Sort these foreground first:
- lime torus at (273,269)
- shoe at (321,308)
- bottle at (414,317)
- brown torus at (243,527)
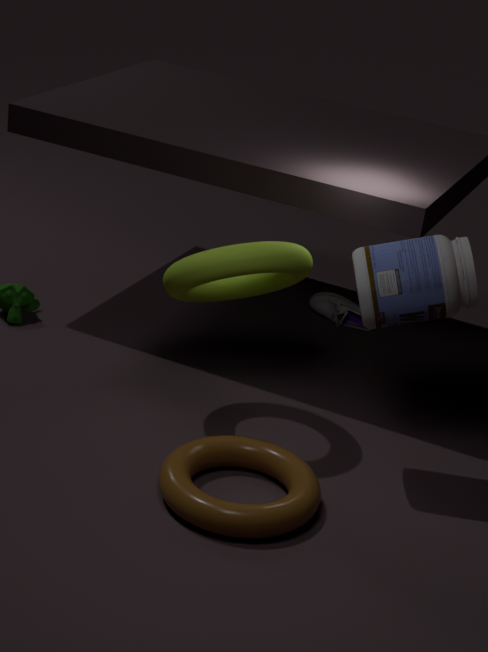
brown torus at (243,527), bottle at (414,317), lime torus at (273,269), shoe at (321,308)
